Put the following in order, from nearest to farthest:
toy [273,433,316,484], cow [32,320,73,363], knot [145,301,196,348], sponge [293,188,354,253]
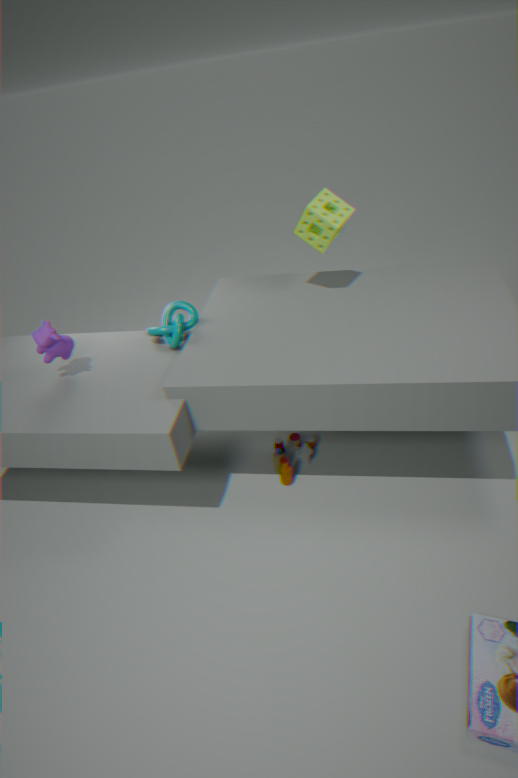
1. cow [32,320,73,363]
2. sponge [293,188,354,253]
3. knot [145,301,196,348]
4. toy [273,433,316,484]
